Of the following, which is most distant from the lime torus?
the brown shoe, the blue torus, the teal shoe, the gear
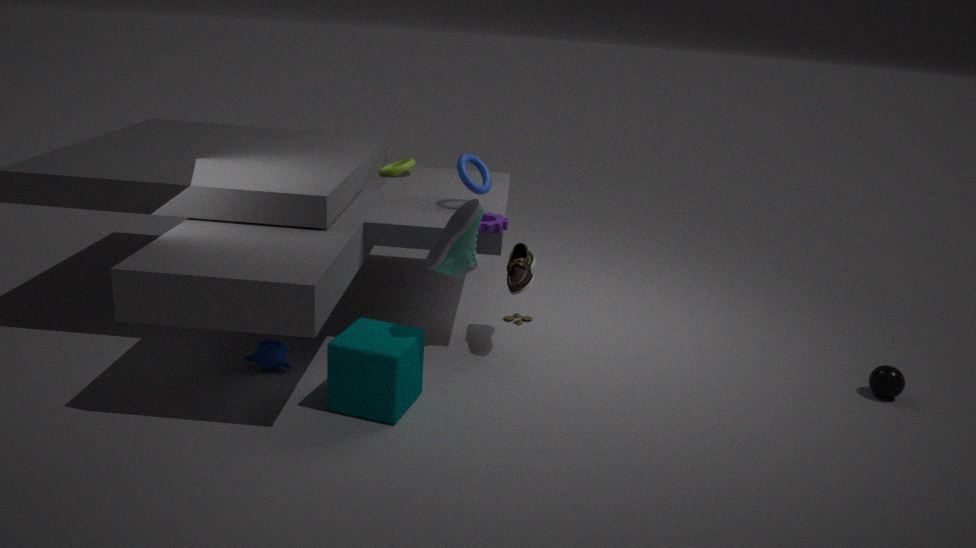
the teal shoe
